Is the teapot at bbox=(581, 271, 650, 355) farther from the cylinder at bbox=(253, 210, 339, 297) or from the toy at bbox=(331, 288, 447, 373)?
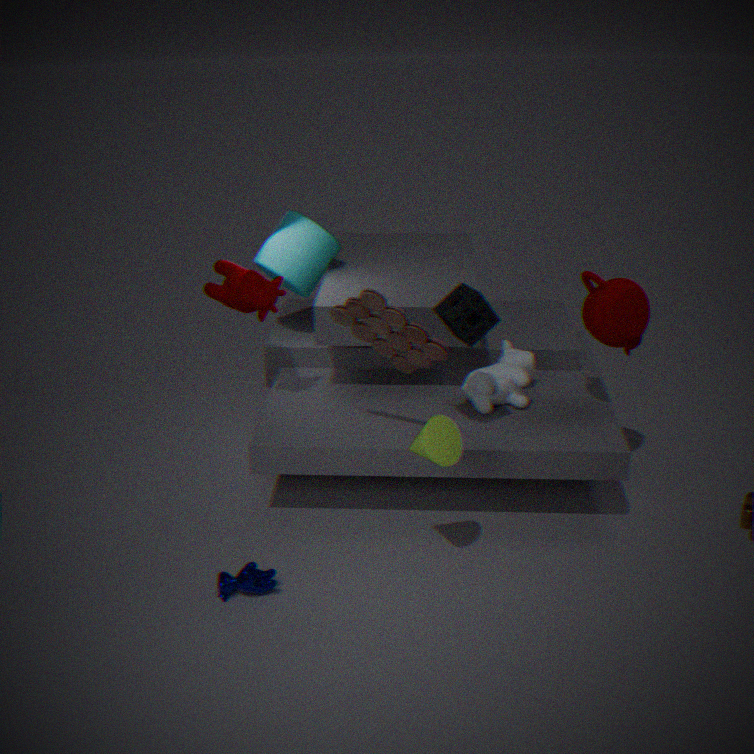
the cylinder at bbox=(253, 210, 339, 297)
